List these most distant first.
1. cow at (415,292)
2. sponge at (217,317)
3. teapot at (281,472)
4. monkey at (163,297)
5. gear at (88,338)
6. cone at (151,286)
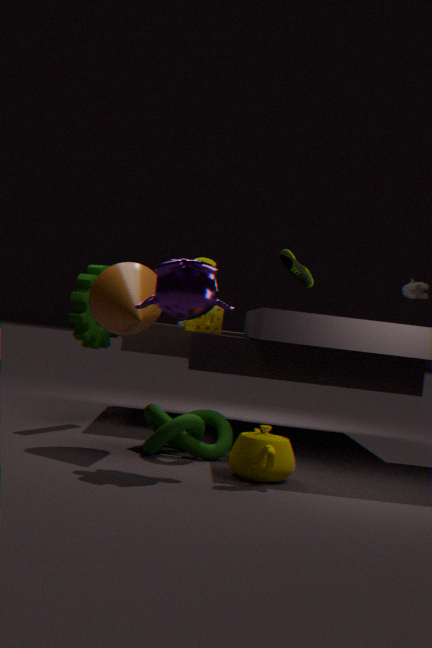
cow at (415,292) → gear at (88,338) → sponge at (217,317) → cone at (151,286) → monkey at (163,297) → teapot at (281,472)
